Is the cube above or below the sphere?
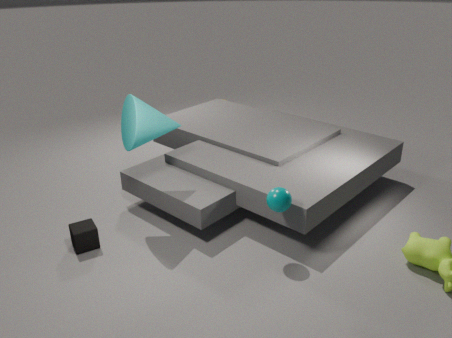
below
